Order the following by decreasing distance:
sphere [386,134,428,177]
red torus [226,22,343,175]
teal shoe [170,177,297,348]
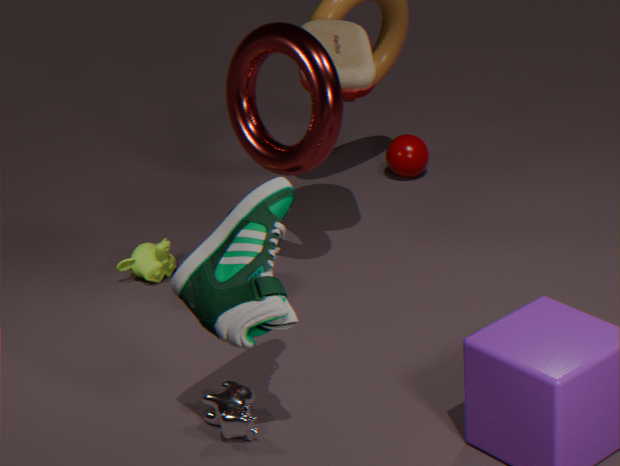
sphere [386,134,428,177] → red torus [226,22,343,175] → teal shoe [170,177,297,348]
